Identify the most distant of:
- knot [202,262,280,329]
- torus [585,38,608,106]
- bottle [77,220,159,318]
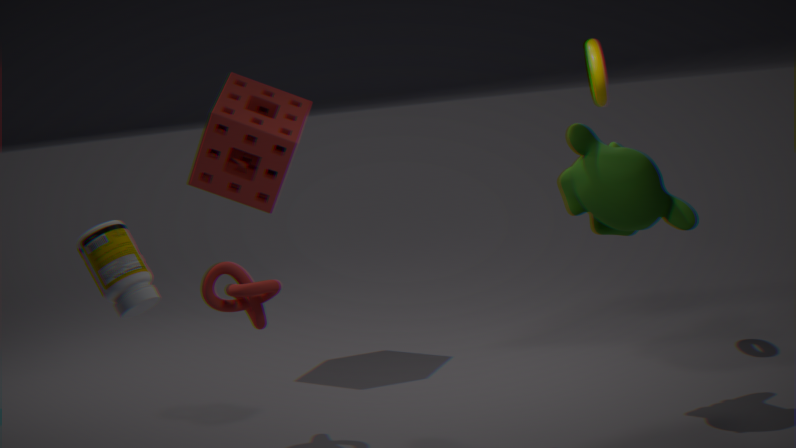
torus [585,38,608,106]
